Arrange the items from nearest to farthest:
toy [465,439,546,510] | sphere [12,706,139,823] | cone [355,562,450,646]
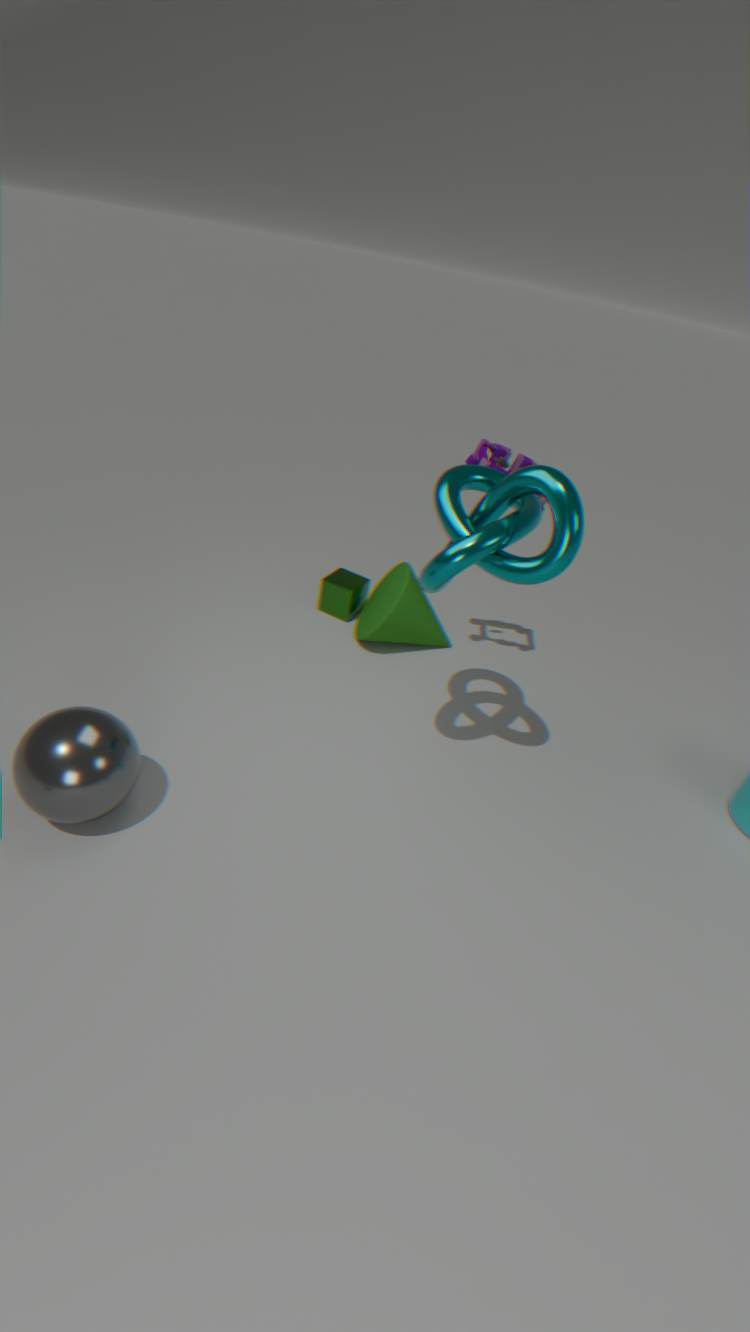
sphere [12,706,139,823] → toy [465,439,546,510] → cone [355,562,450,646]
